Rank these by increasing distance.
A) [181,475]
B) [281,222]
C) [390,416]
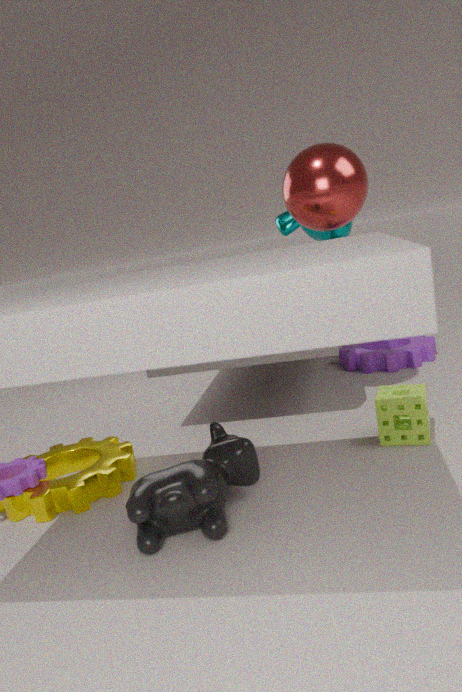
[181,475] < [390,416] < [281,222]
